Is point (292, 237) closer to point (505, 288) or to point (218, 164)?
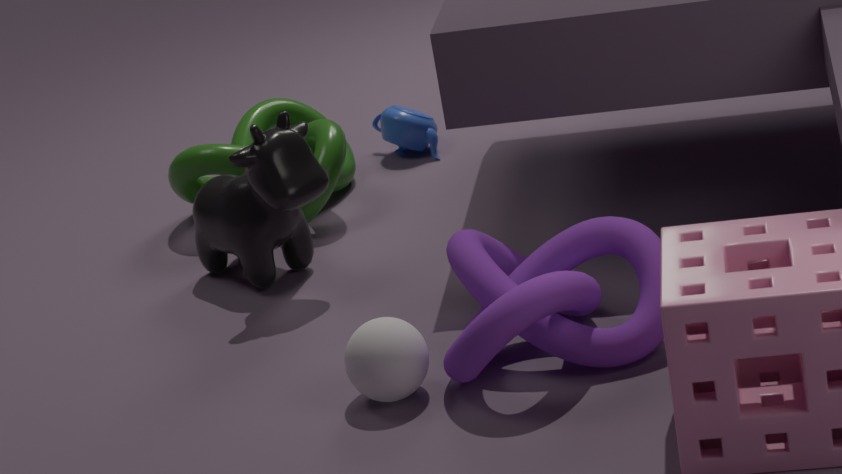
point (218, 164)
